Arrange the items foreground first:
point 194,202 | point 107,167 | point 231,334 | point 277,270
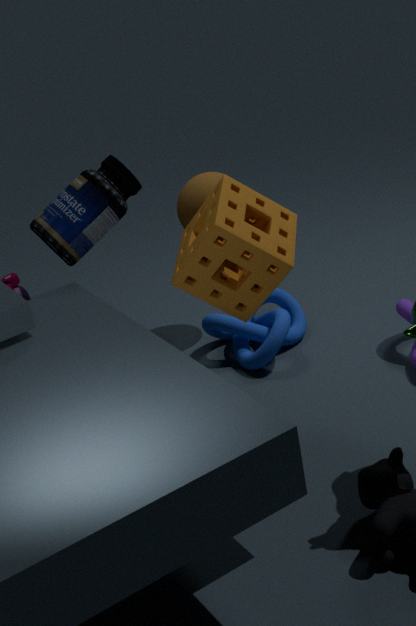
point 277,270 < point 107,167 < point 194,202 < point 231,334
